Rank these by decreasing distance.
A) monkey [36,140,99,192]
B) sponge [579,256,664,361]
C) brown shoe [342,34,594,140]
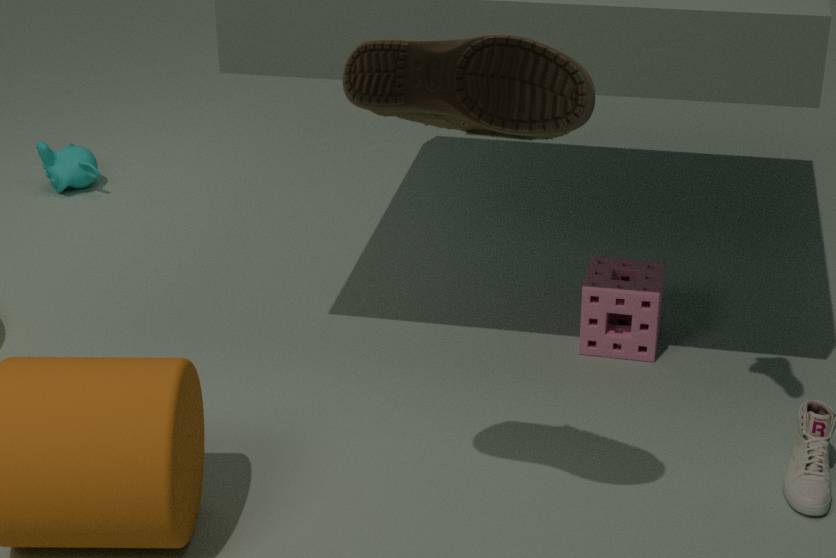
monkey [36,140,99,192] < sponge [579,256,664,361] < brown shoe [342,34,594,140]
